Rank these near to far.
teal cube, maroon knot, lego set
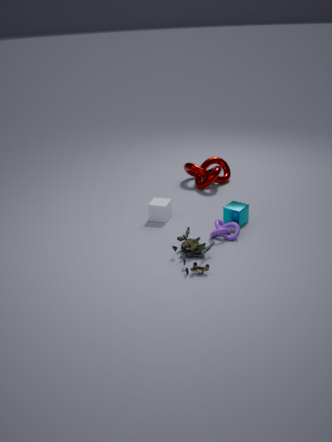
1. lego set
2. teal cube
3. maroon knot
